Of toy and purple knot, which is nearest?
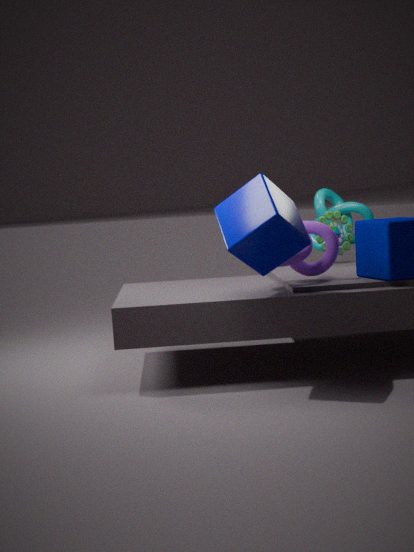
purple knot
